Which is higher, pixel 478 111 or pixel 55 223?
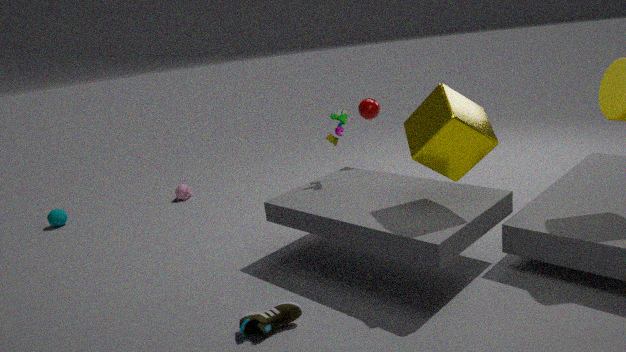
pixel 478 111
